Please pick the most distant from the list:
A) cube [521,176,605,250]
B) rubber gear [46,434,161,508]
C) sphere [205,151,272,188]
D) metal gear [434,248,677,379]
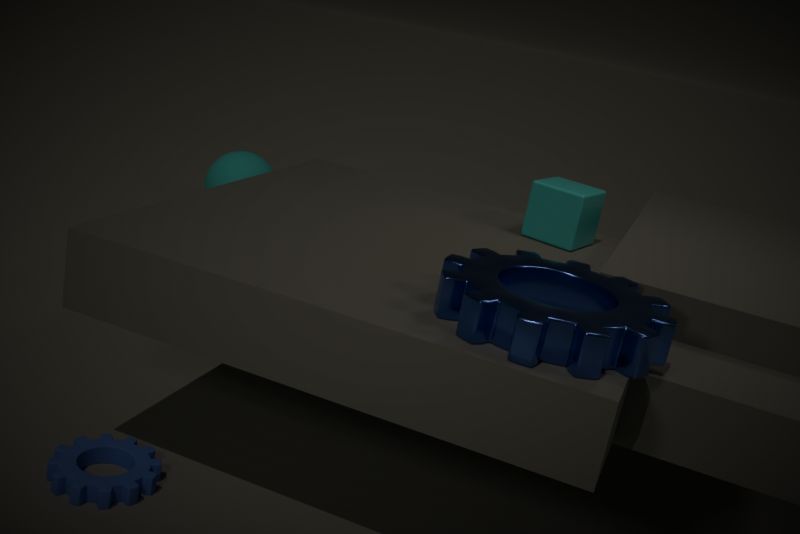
sphere [205,151,272,188]
